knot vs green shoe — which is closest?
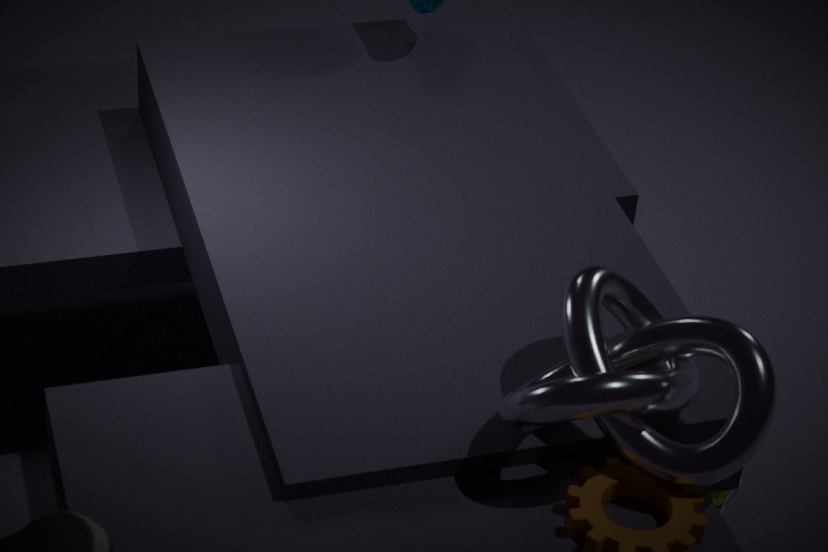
knot
